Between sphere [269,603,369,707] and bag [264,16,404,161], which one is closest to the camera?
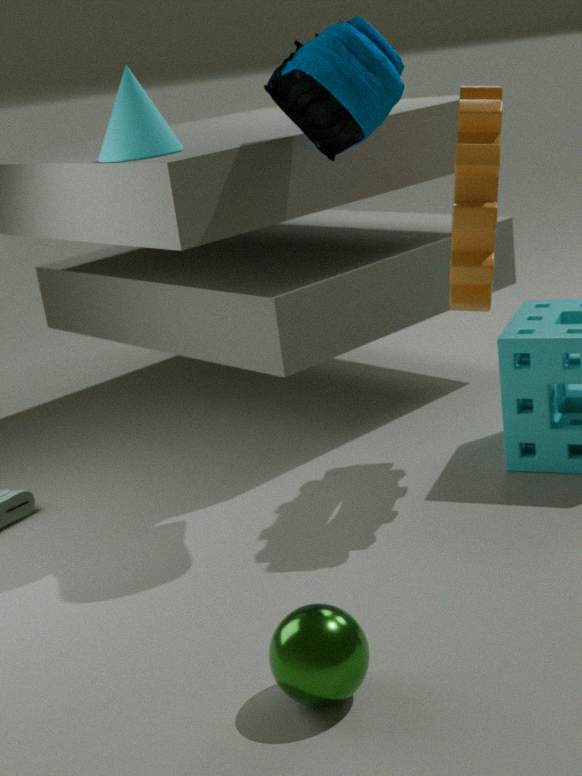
sphere [269,603,369,707]
